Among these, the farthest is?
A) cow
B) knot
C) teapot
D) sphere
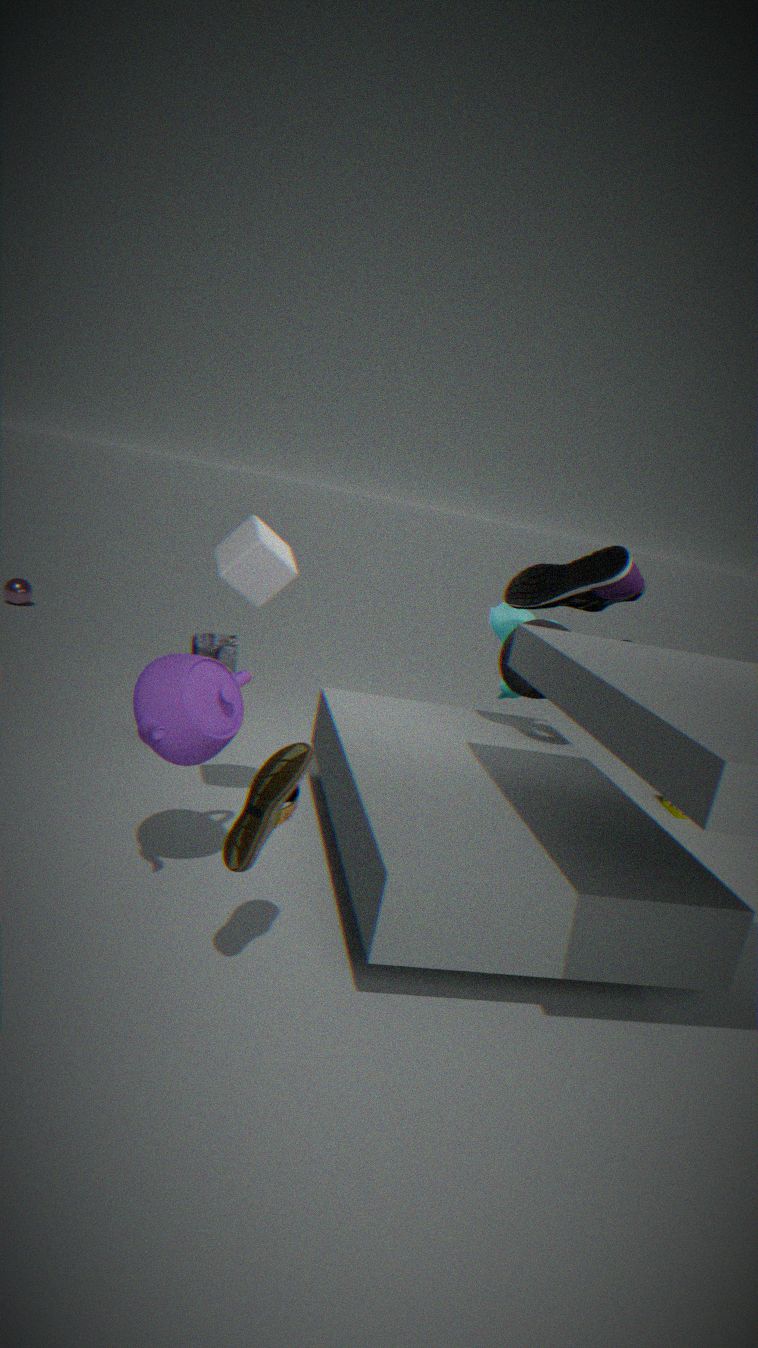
sphere
